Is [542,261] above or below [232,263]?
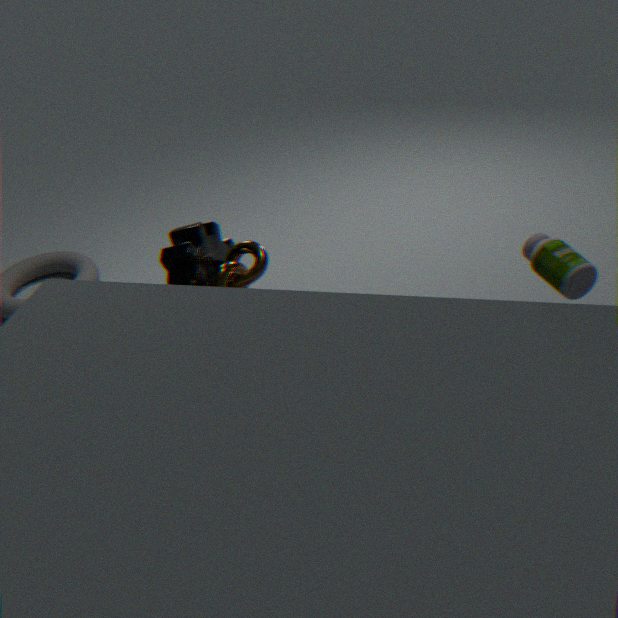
above
